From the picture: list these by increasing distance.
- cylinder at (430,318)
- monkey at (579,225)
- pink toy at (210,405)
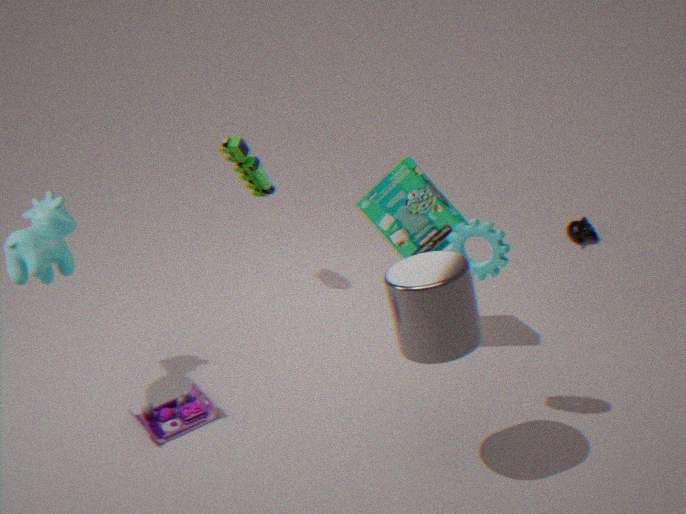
cylinder at (430,318)
pink toy at (210,405)
monkey at (579,225)
